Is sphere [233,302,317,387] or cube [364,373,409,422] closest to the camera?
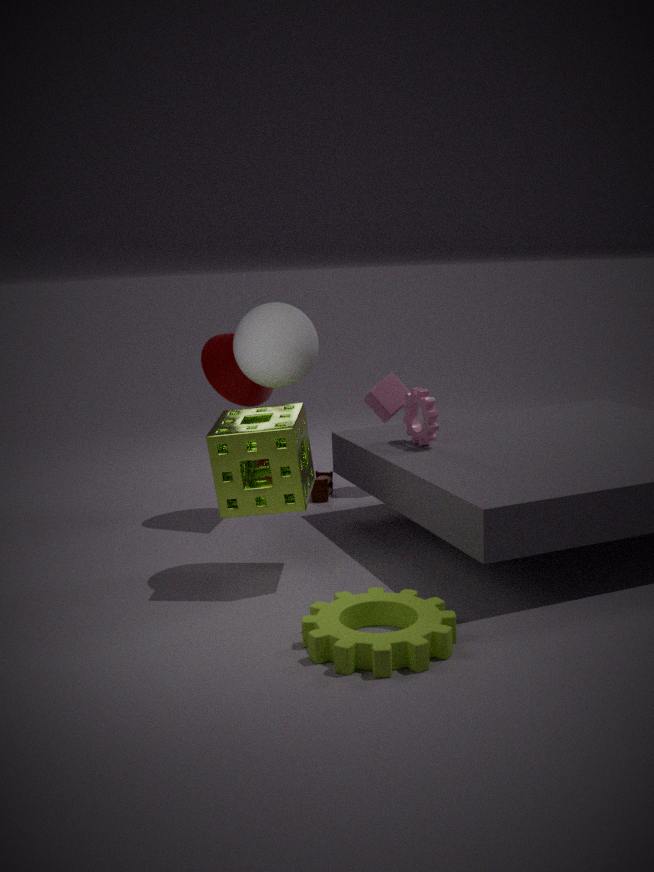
sphere [233,302,317,387]
